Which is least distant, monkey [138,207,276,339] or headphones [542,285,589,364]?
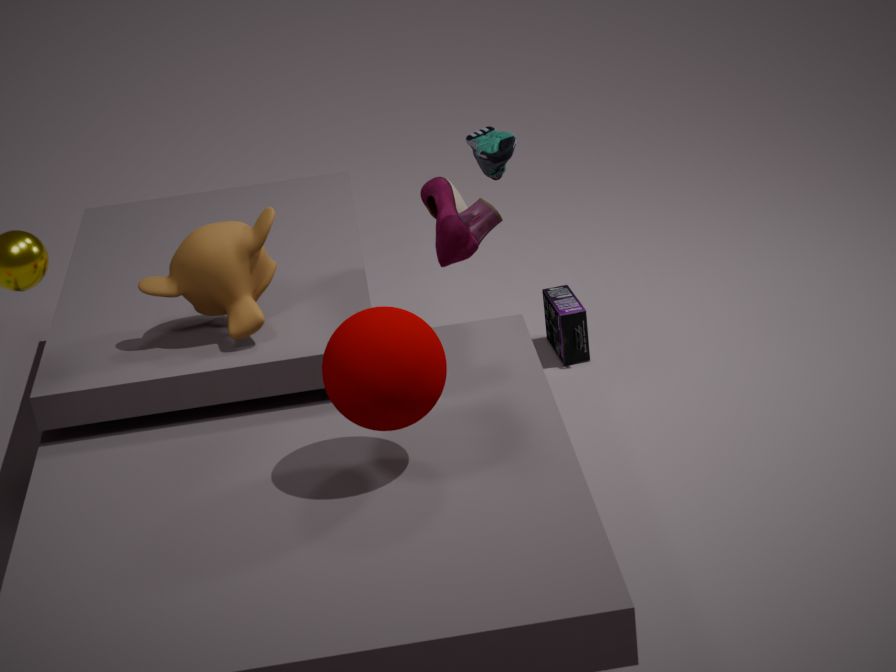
monkey [138,207,276,339]
